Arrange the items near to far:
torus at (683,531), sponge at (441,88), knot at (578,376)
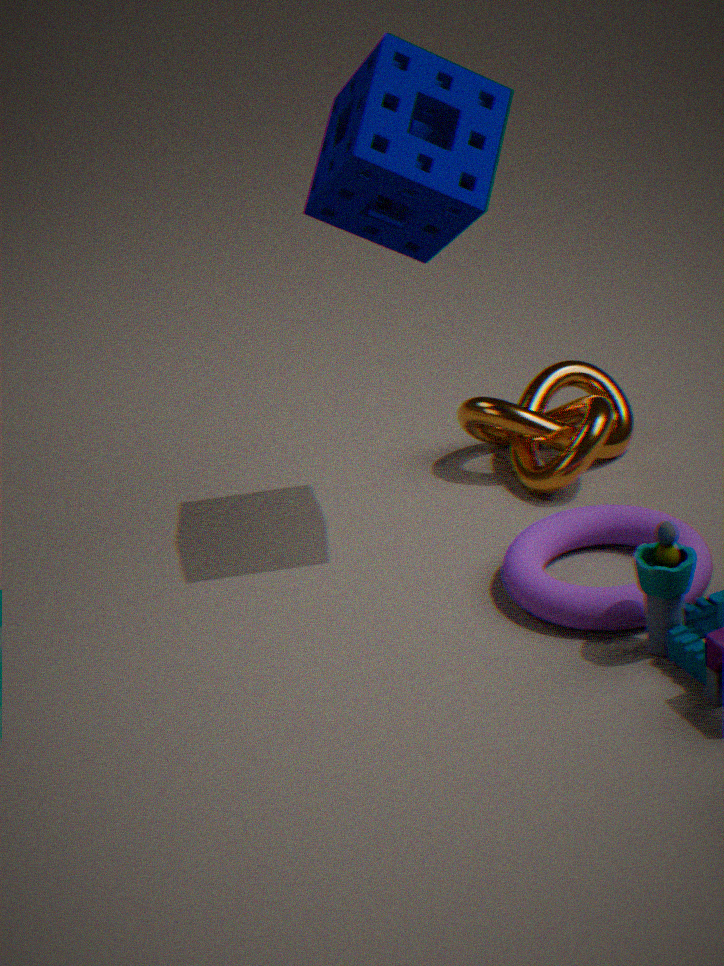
sponge at (441,88) → torus at (683,531) → knot at (578,376)
